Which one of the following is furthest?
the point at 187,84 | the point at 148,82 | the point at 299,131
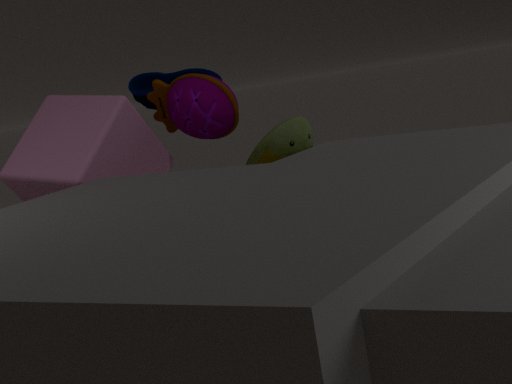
the point at 148,82
